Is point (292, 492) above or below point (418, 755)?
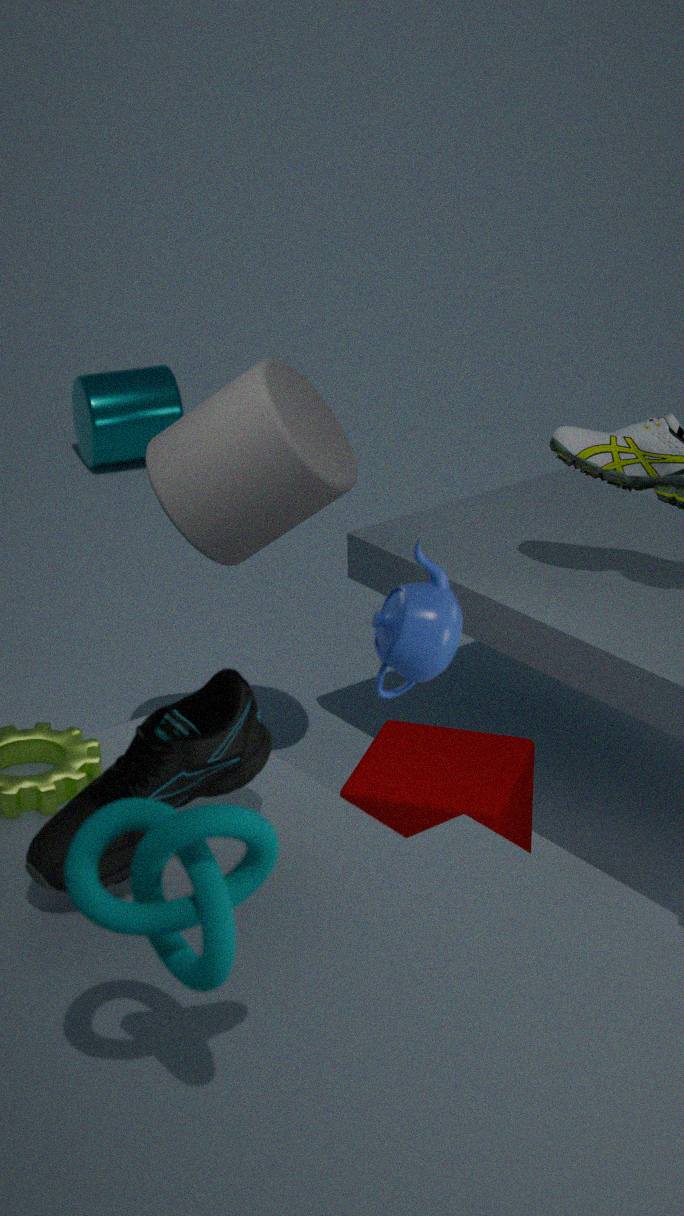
above
